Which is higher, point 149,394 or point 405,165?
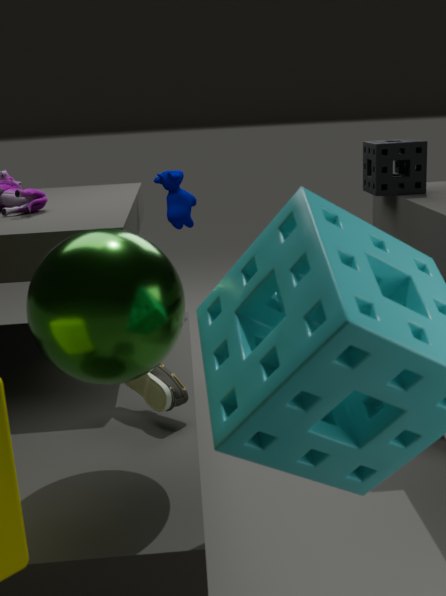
point 405,165
